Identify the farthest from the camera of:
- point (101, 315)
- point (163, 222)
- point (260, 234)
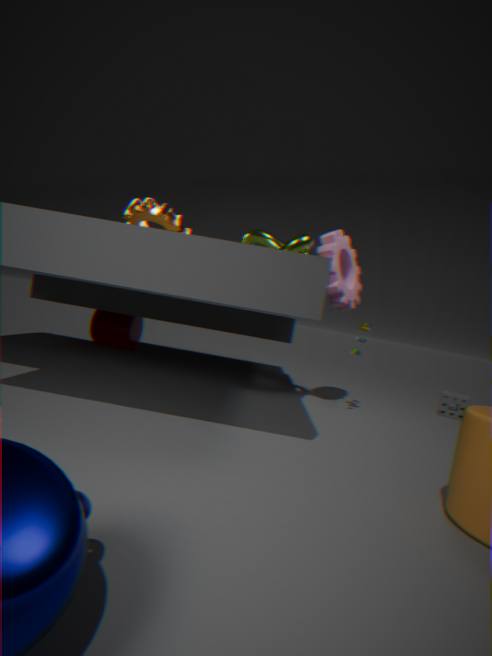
point (101, 315)
